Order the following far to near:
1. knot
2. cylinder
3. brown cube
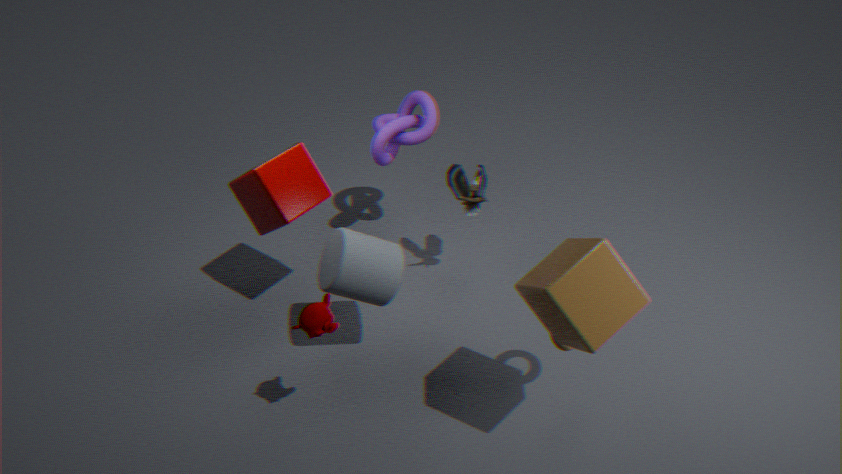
knot < cylinder < brown cube
